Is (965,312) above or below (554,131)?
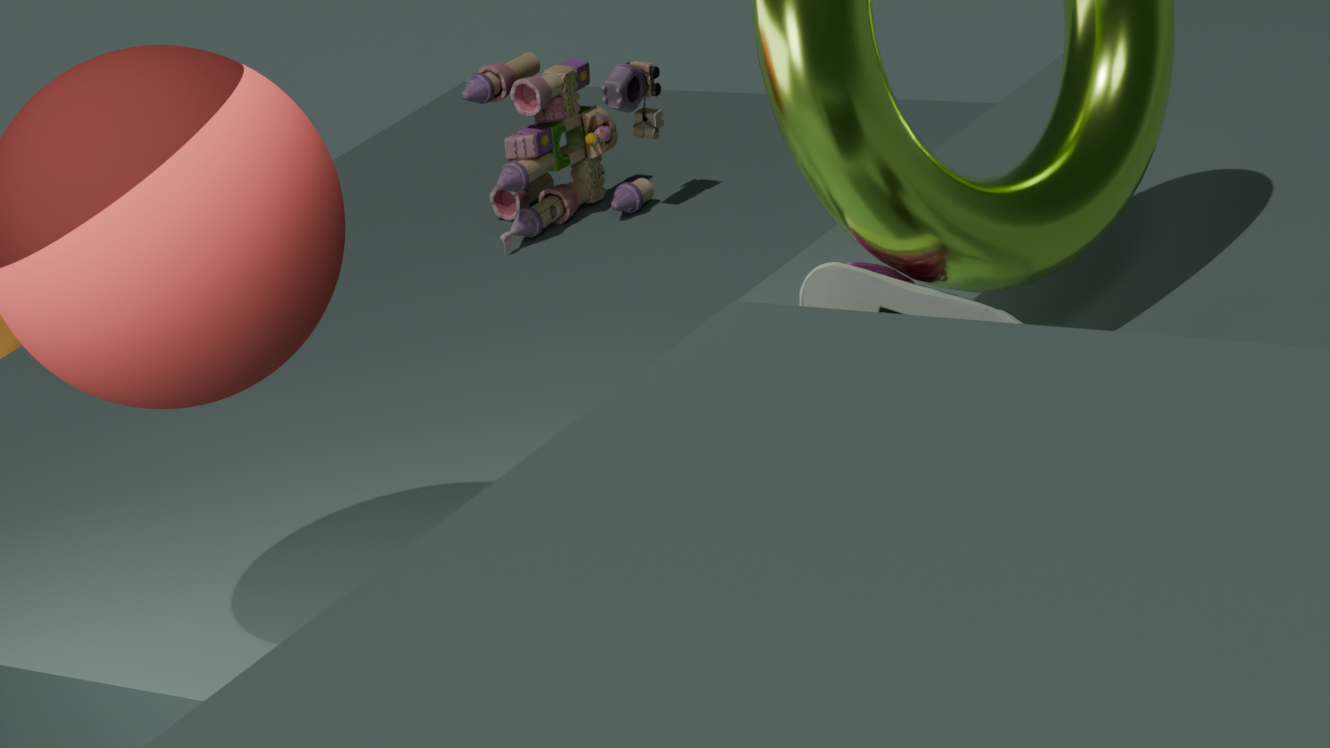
above
